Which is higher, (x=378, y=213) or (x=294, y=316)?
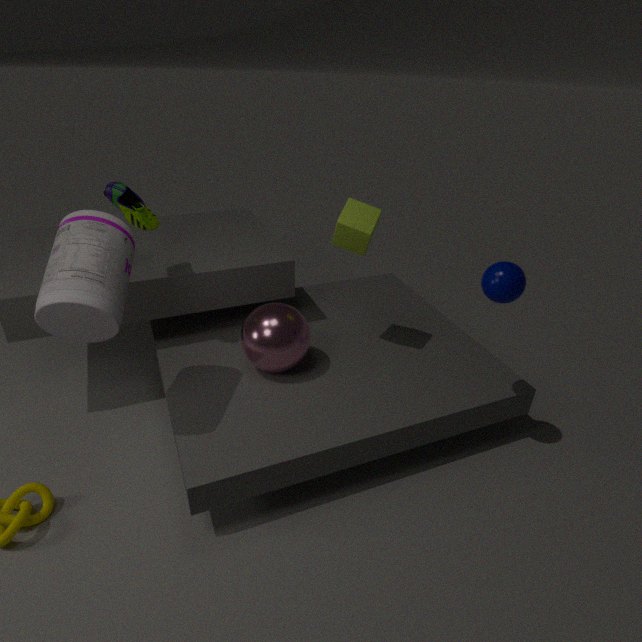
(x=378, y=213)
